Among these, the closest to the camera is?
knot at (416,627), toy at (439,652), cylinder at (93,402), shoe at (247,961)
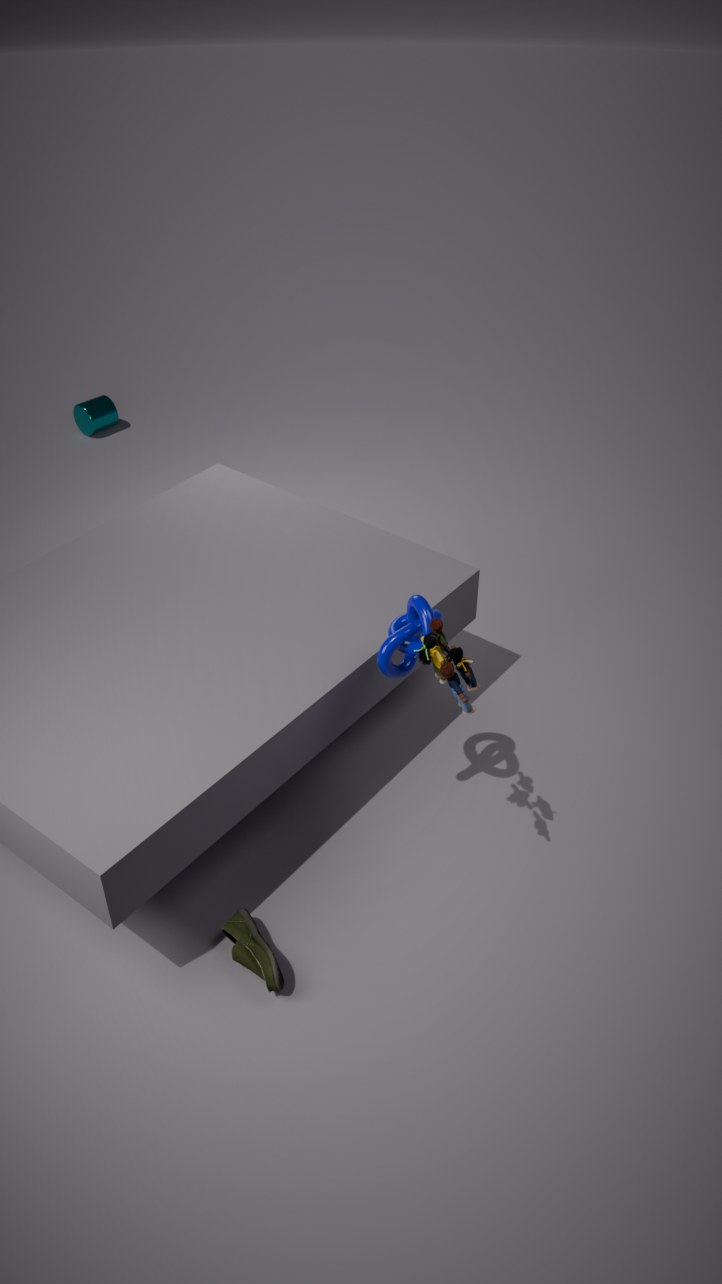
toy at (439,652)
